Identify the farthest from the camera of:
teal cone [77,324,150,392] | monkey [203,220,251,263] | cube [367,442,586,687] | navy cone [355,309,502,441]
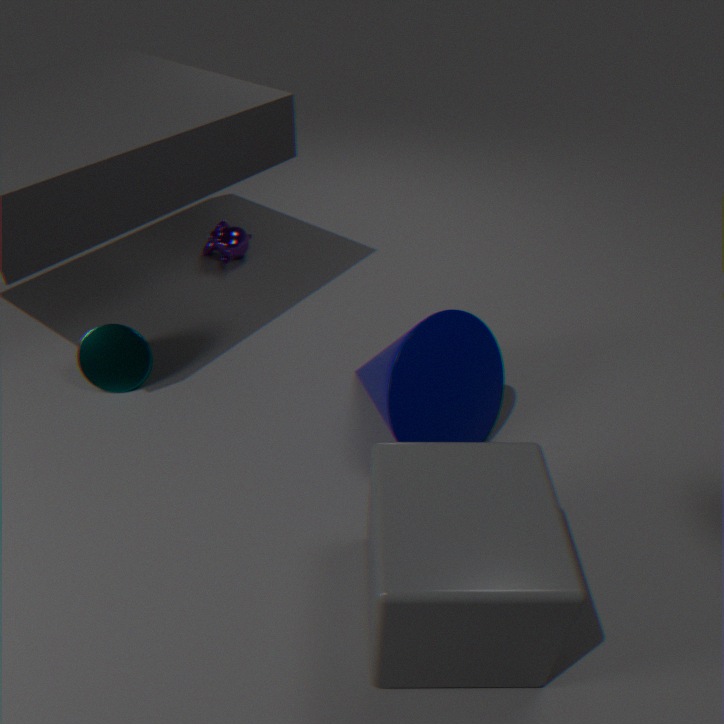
monkey [203,220,251,263]
